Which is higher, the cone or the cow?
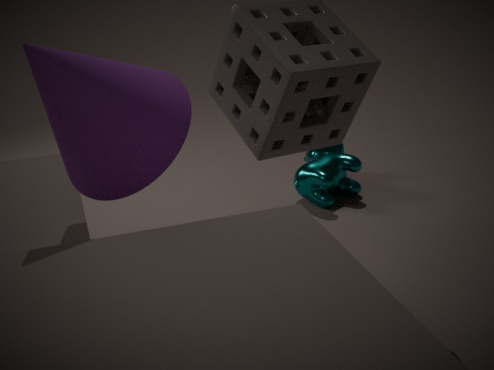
the cone
